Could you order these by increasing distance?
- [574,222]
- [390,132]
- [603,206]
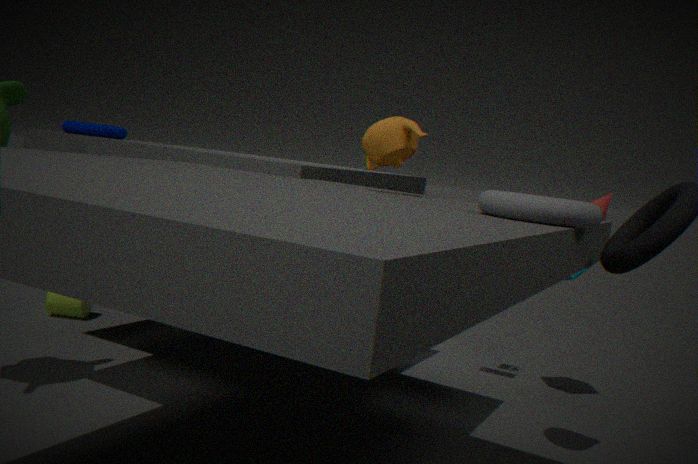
1. [574,222]
2. [390,132]
3. [603,206]
